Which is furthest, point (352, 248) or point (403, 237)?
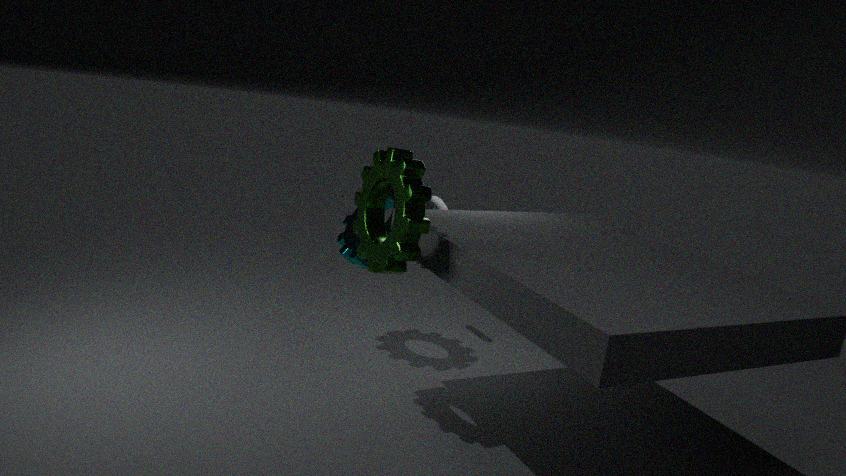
point (352, 248)
